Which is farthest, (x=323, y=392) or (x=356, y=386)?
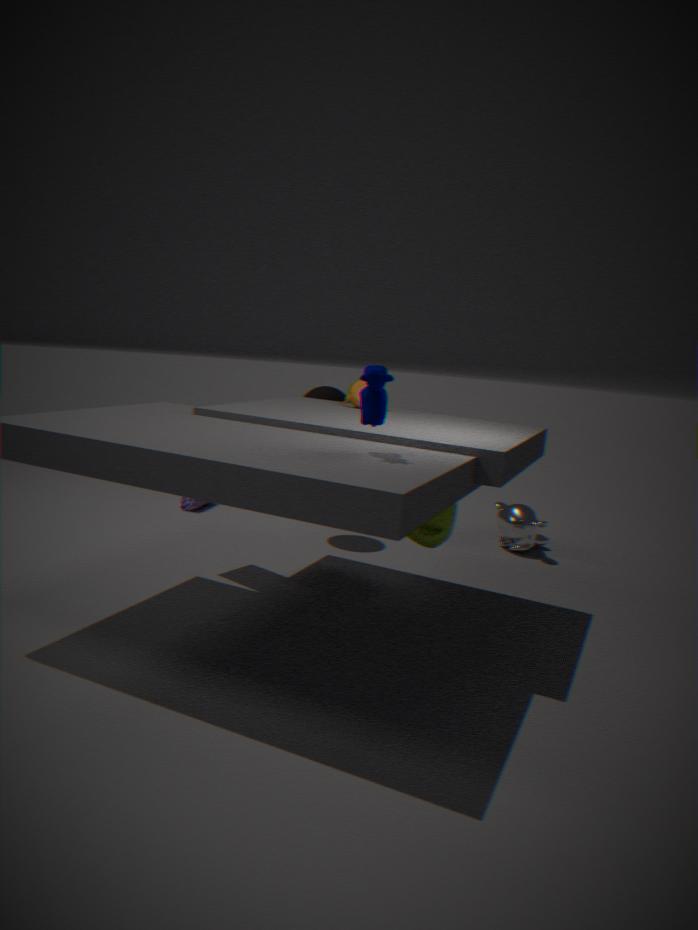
(x=323, y=392)
